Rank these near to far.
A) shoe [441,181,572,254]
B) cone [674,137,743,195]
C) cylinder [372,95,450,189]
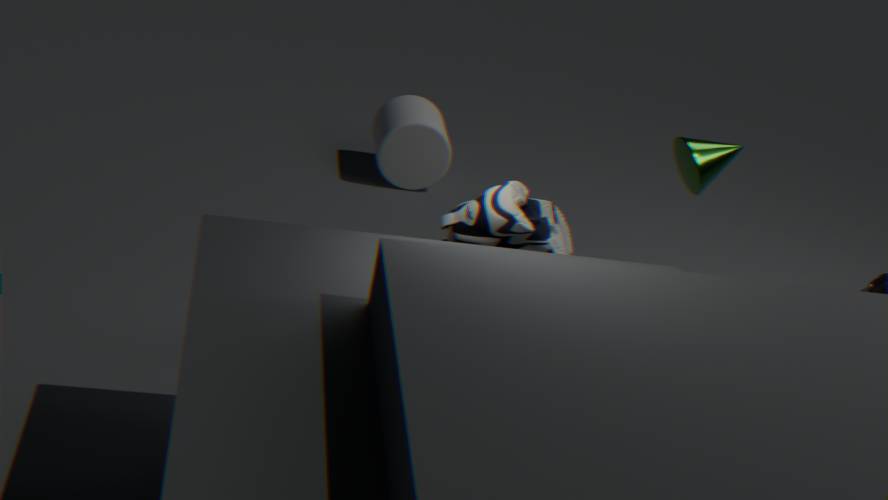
1. shoe [441,181,572,254]
2. cone [674,137,743,195]
3. cylinder [372,95,450,189]
